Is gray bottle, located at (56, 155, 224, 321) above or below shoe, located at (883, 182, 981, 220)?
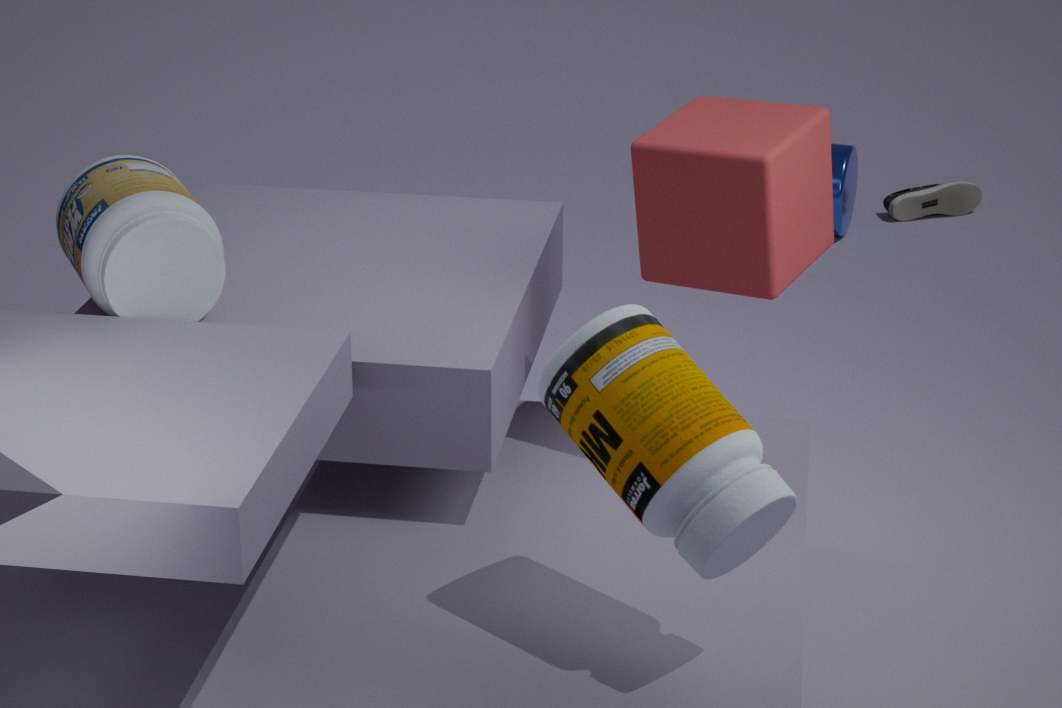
above
